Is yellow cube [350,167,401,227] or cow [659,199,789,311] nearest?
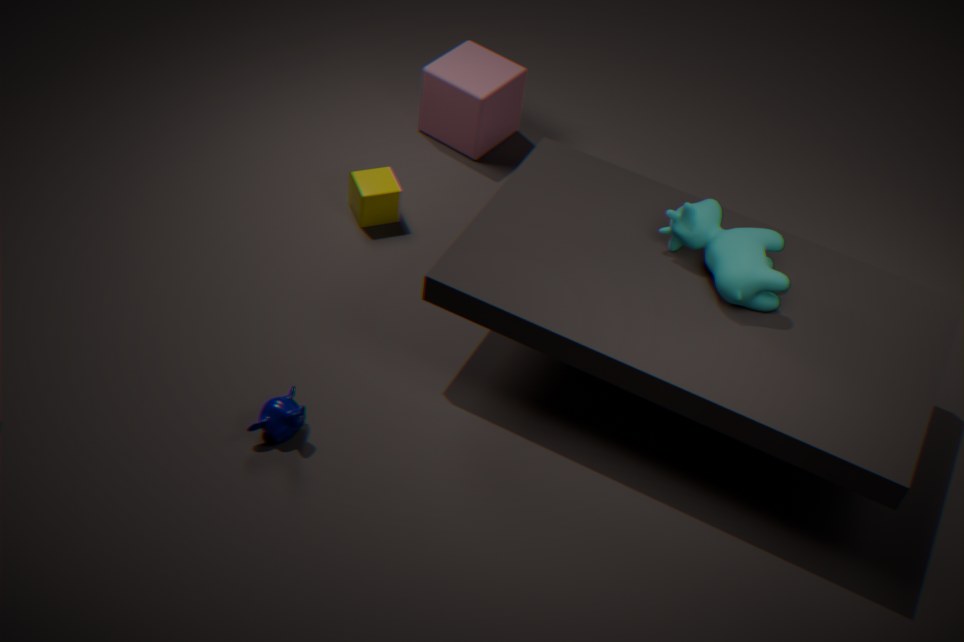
cow [659,199,789,311]
